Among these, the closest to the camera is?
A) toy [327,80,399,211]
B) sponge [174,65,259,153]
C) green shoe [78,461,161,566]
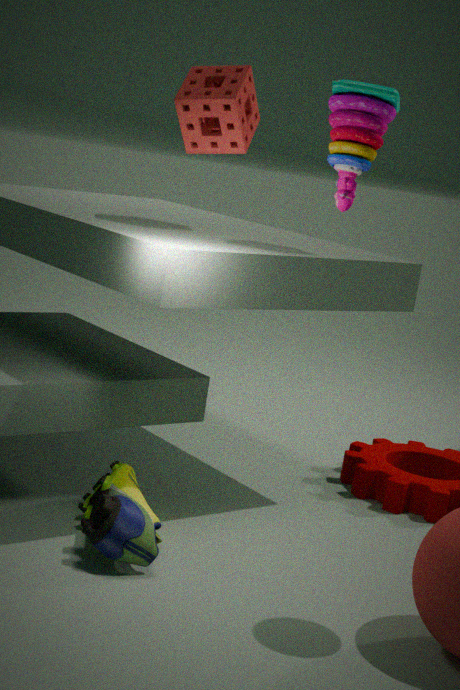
green shoe [78,461,161,566]
